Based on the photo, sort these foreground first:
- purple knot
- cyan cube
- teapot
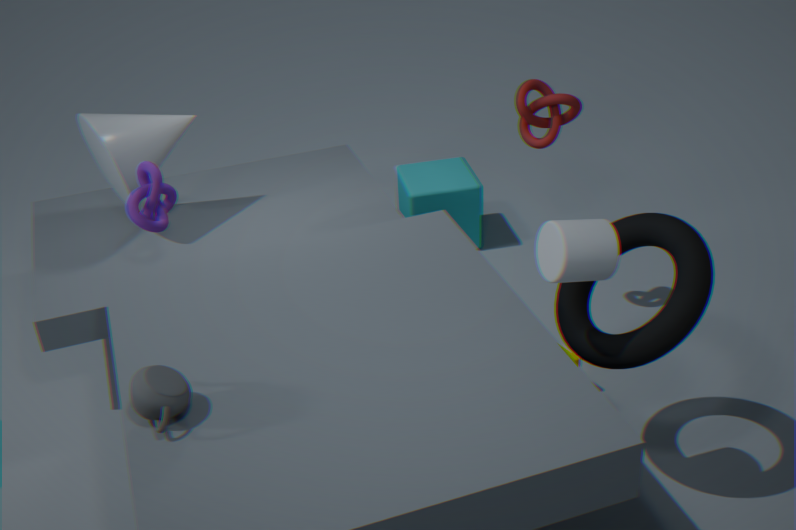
teapot → purple knot → cyan cube
